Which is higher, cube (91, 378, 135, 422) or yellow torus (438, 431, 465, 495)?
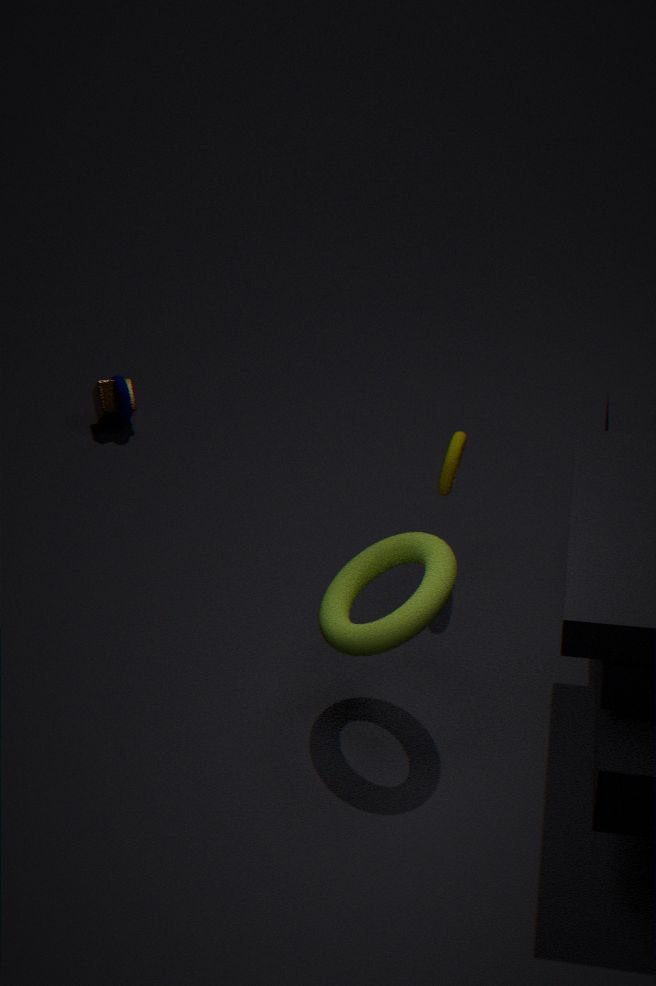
yellow torus (438, 431, 465, 495)
